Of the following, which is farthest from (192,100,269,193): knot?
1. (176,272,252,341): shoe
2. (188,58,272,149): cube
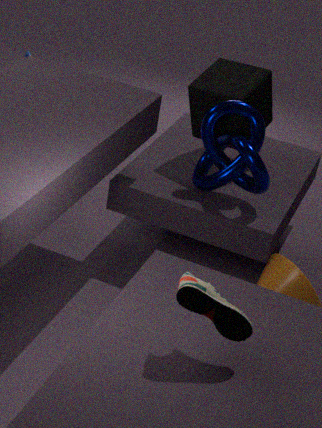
(176,272,252,341): shoe
